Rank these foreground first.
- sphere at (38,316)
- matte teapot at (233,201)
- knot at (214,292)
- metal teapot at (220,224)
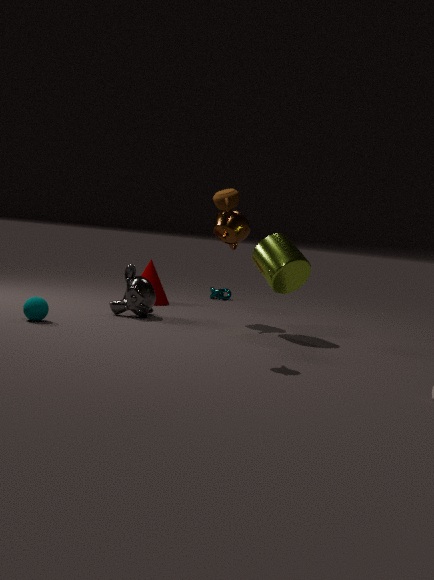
1. matte teapot at (233,201)
2. sphere at (38,316)
3. metal teapot at (220,224)
4. knot at (214,292)
